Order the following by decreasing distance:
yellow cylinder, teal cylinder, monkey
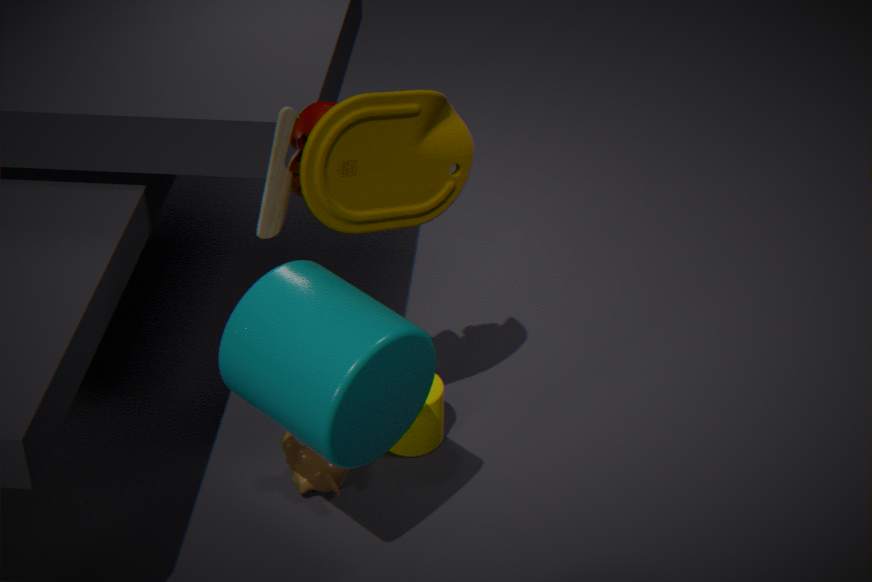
yellow cylinder → monkey → teal cylinder
